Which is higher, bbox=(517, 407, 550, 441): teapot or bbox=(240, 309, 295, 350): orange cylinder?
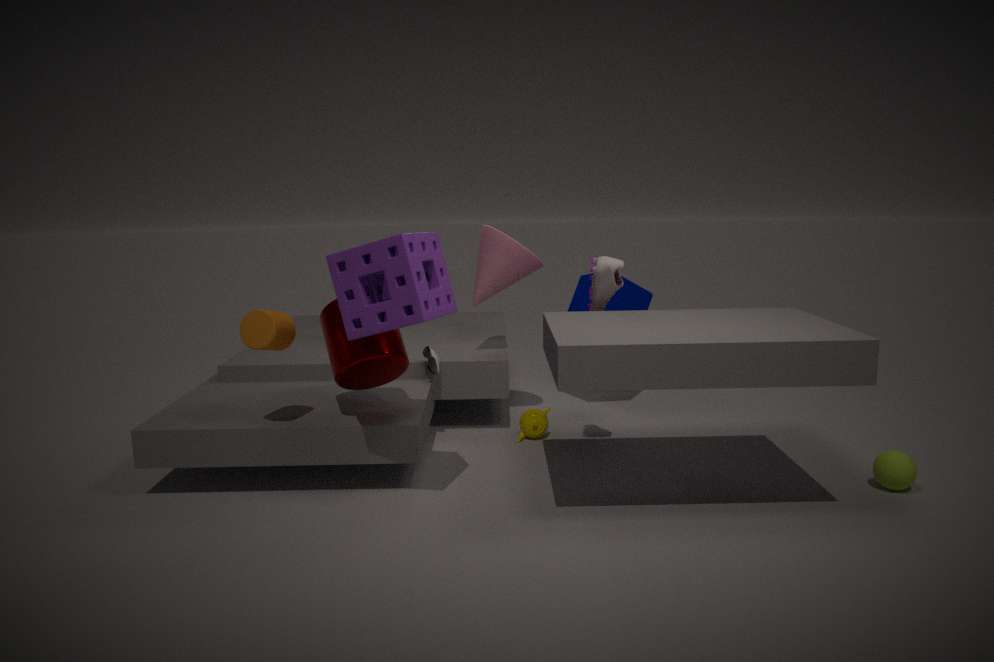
bbox=(240, 309, 295, 350): orange cylinder
